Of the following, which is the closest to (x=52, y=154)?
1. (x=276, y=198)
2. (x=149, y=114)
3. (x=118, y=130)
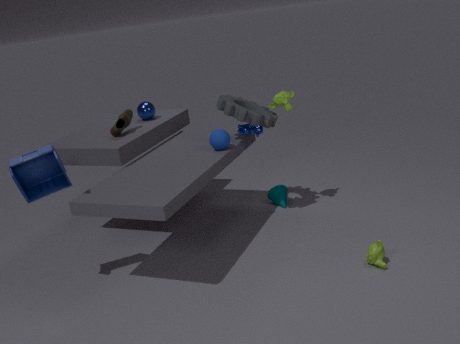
(x=118, y=130)
